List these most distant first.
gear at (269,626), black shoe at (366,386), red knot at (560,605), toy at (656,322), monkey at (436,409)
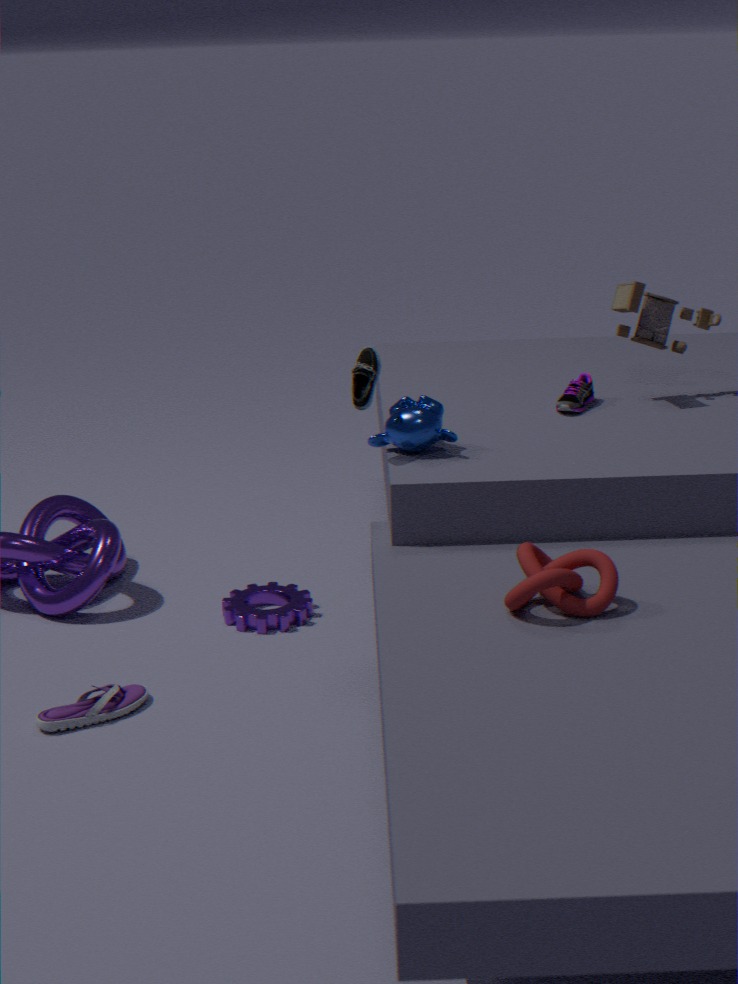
gear at (269,626), toy at (656,322), monkey at (436,409), black shoe at (366,386), red knot at (560,605)
